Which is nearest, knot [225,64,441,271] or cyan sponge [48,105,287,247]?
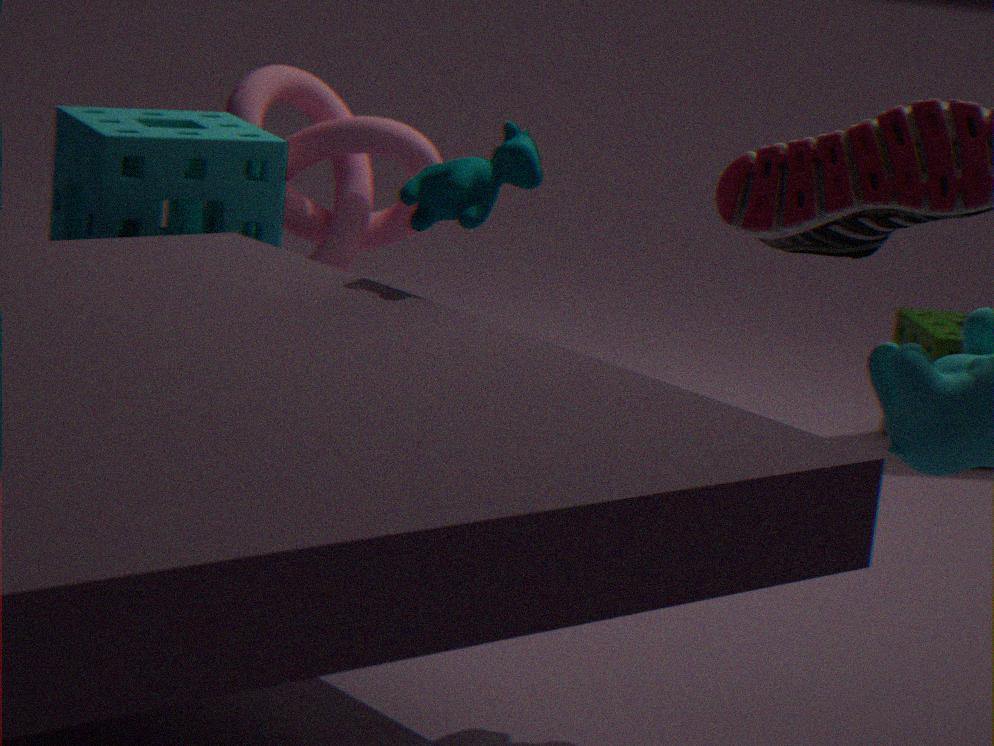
cyan sponge [48,105,287,247]
